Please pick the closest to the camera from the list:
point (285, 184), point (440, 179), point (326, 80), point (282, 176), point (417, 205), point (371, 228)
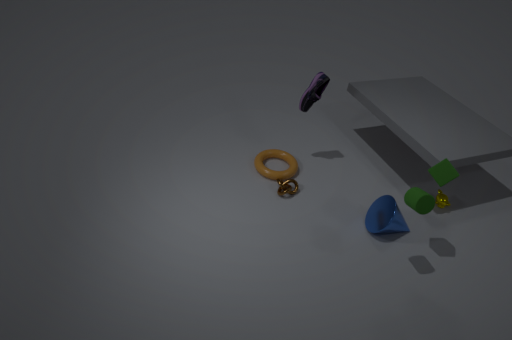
point (417, 205)
